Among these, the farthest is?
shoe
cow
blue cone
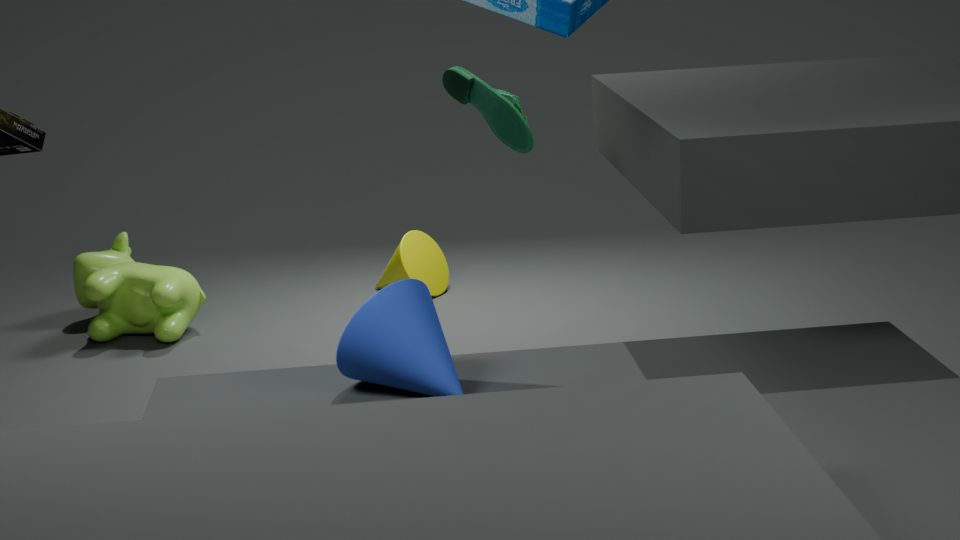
cow
